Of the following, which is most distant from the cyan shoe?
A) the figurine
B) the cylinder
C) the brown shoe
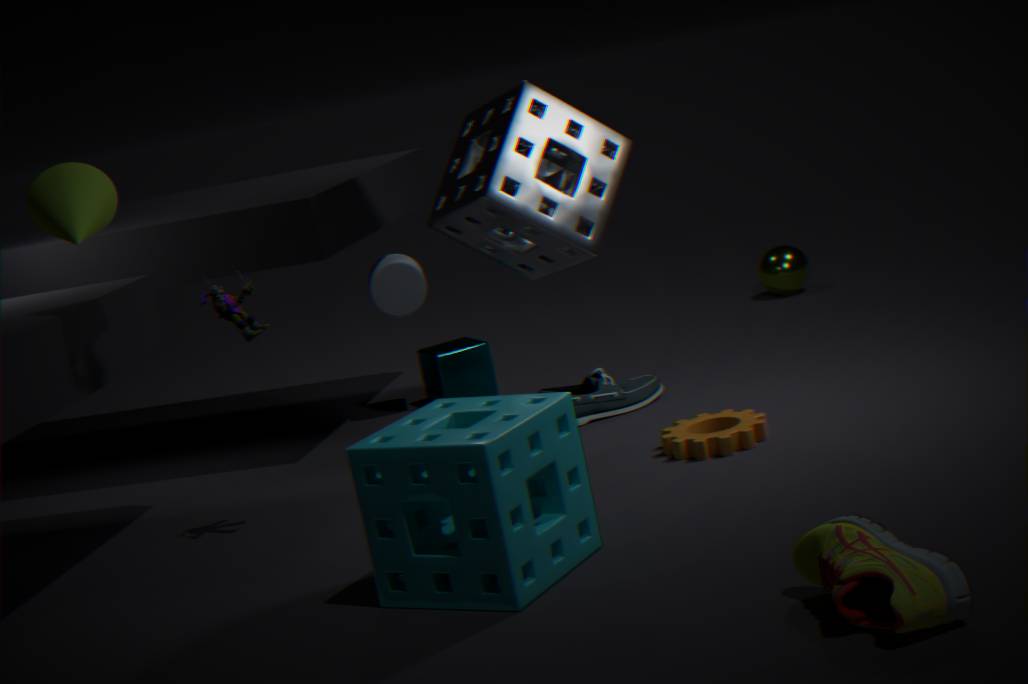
the brown shoe
